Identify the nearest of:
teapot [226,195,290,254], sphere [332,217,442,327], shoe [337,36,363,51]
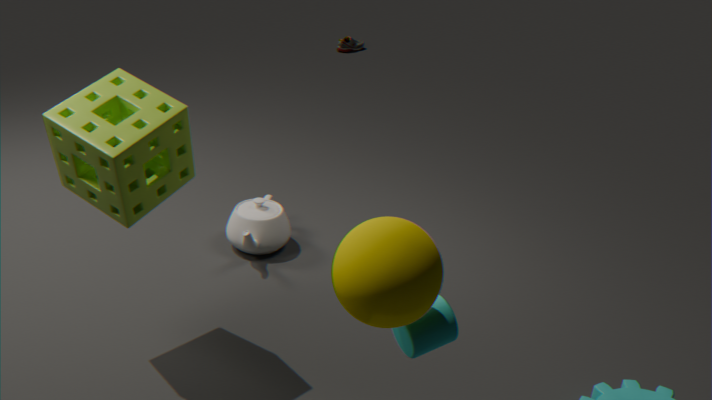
sphere [332,217,442,327]
